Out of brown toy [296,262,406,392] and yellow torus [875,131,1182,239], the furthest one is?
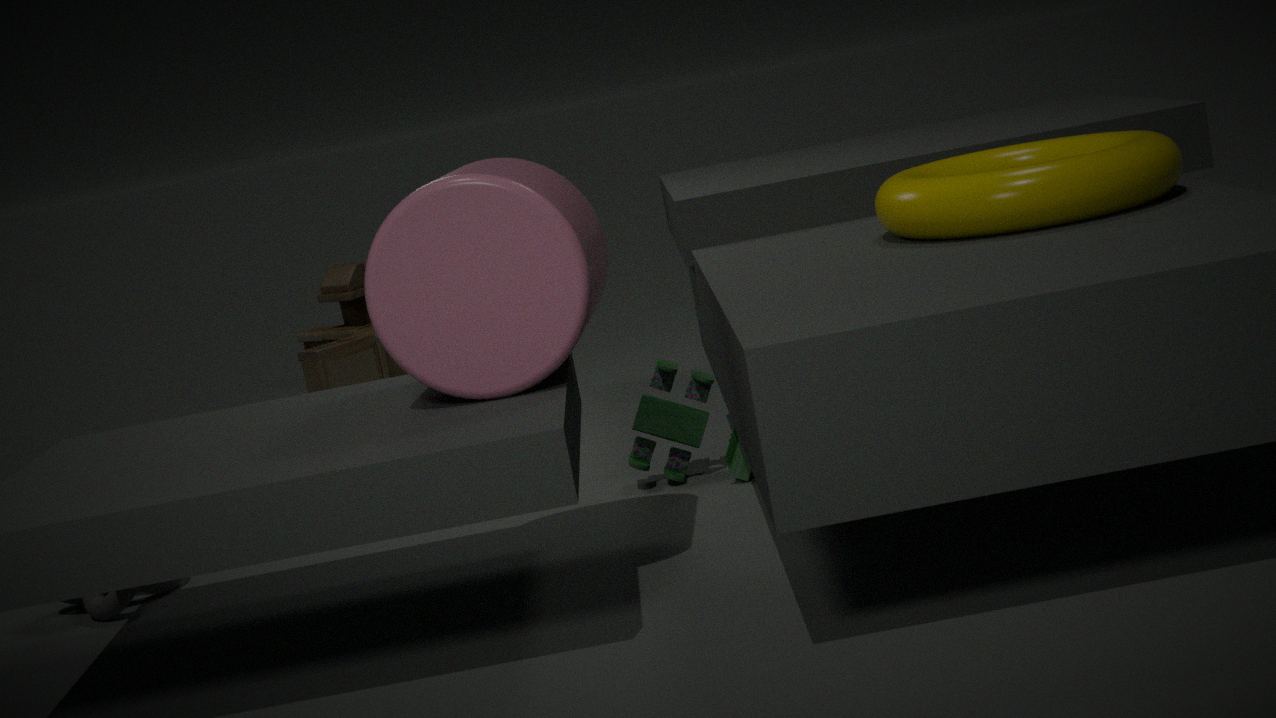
brown toy [296,262,406,392]
